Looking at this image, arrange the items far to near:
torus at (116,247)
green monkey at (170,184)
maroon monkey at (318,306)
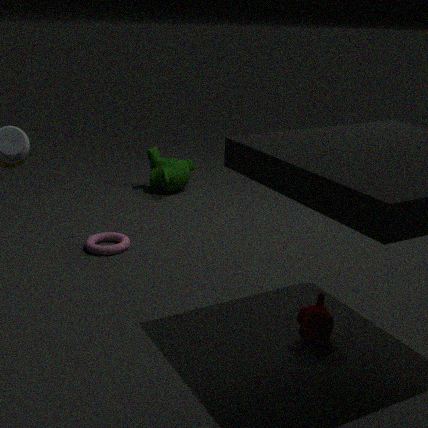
green monkey at (170,184) → torus at (116,247) → maroon monkey at (318,306)
